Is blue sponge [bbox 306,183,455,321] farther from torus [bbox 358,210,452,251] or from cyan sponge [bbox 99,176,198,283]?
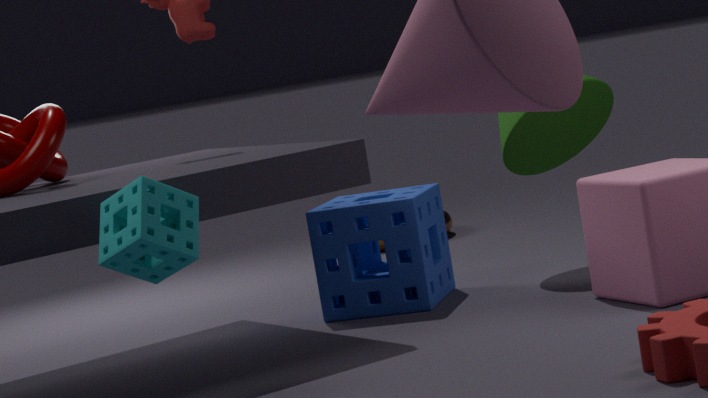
torus [bbox 358,210,452,251]
